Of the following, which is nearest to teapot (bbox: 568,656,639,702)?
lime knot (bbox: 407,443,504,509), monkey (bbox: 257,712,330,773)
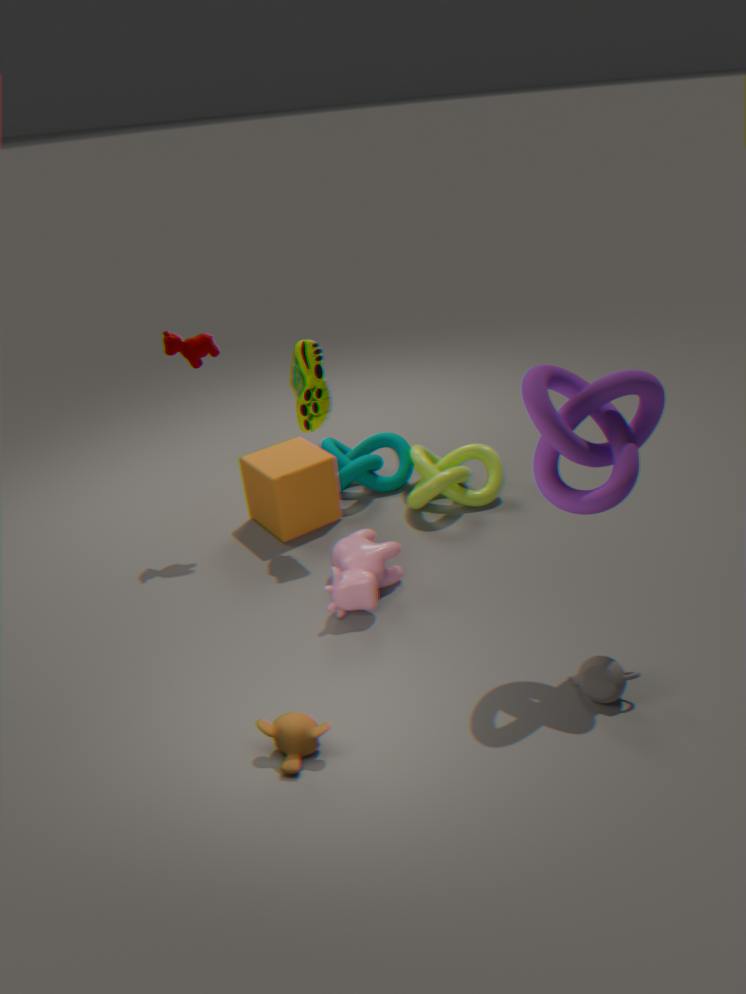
monkey (bbox: 257,712,330,773)
